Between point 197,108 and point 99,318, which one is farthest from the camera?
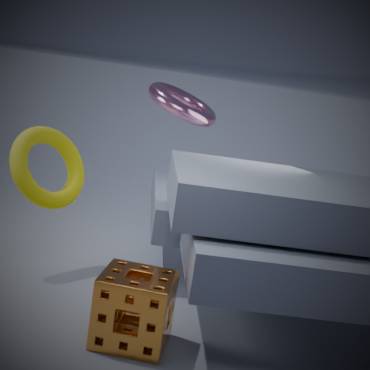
point 197,108
